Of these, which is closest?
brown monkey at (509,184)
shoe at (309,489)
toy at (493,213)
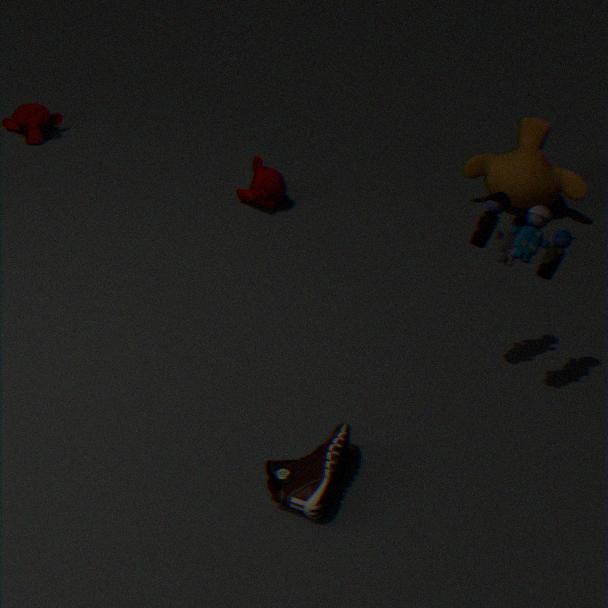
shoe at (309,489)
